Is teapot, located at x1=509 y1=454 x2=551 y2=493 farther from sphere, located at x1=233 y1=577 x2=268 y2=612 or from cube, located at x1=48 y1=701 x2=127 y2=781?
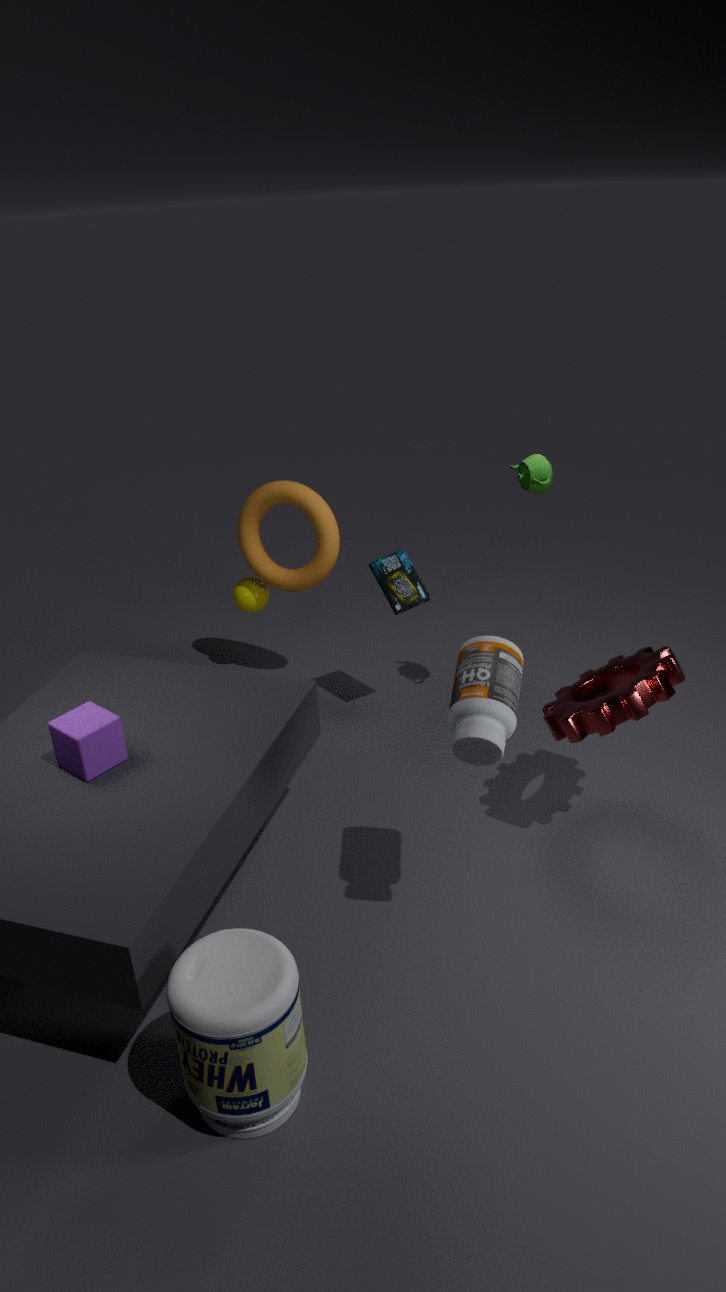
cube, located at x1=48 y1=701 x2=127 y2=781
